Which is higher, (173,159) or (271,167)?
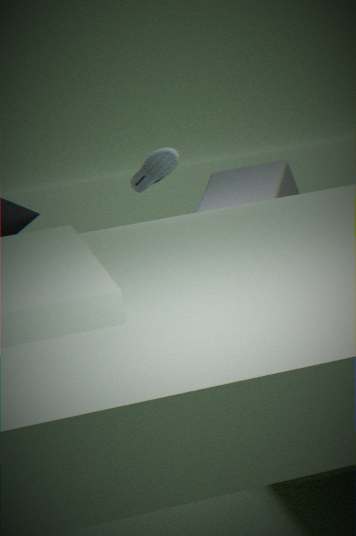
(173,159)
